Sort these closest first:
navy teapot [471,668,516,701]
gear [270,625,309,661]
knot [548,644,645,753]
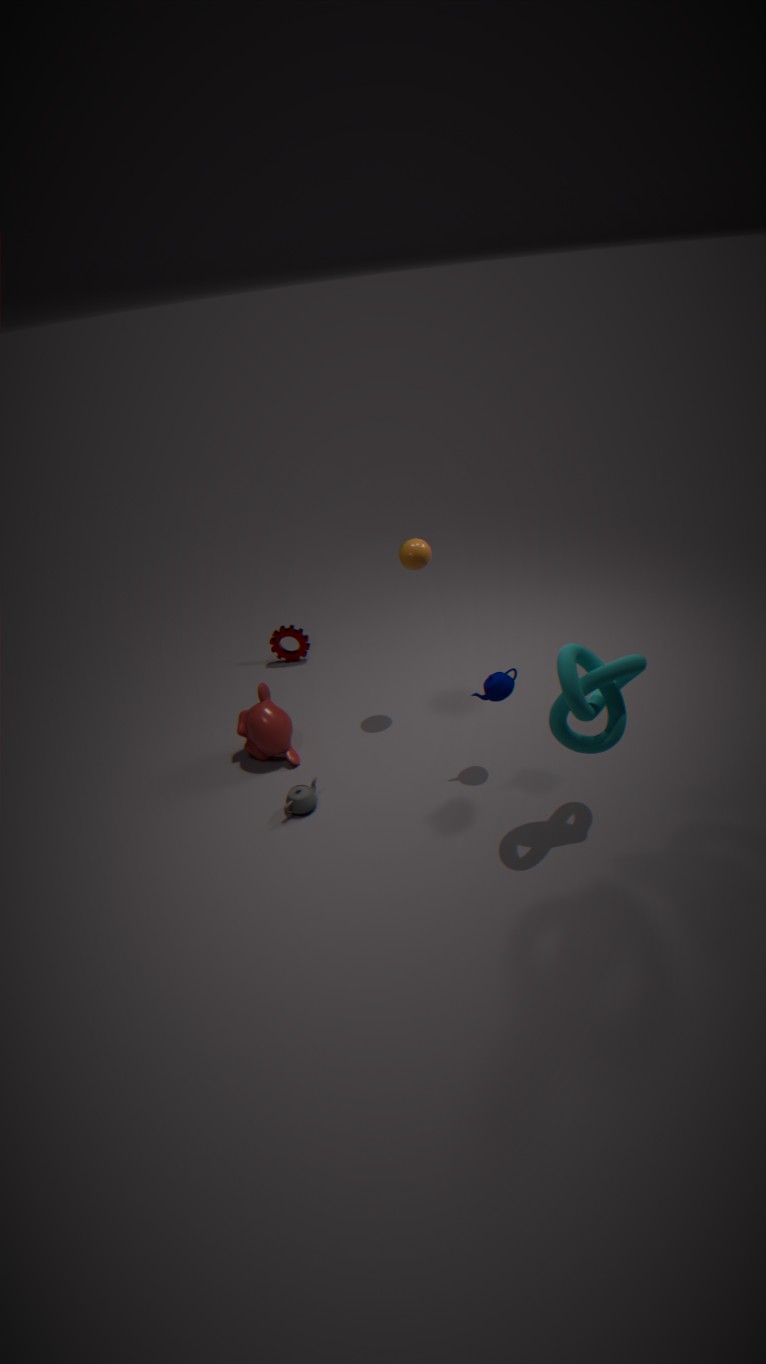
knot [548,644,645,753], navy teapot [471,668,516,701], gear [270,625,309,661]
